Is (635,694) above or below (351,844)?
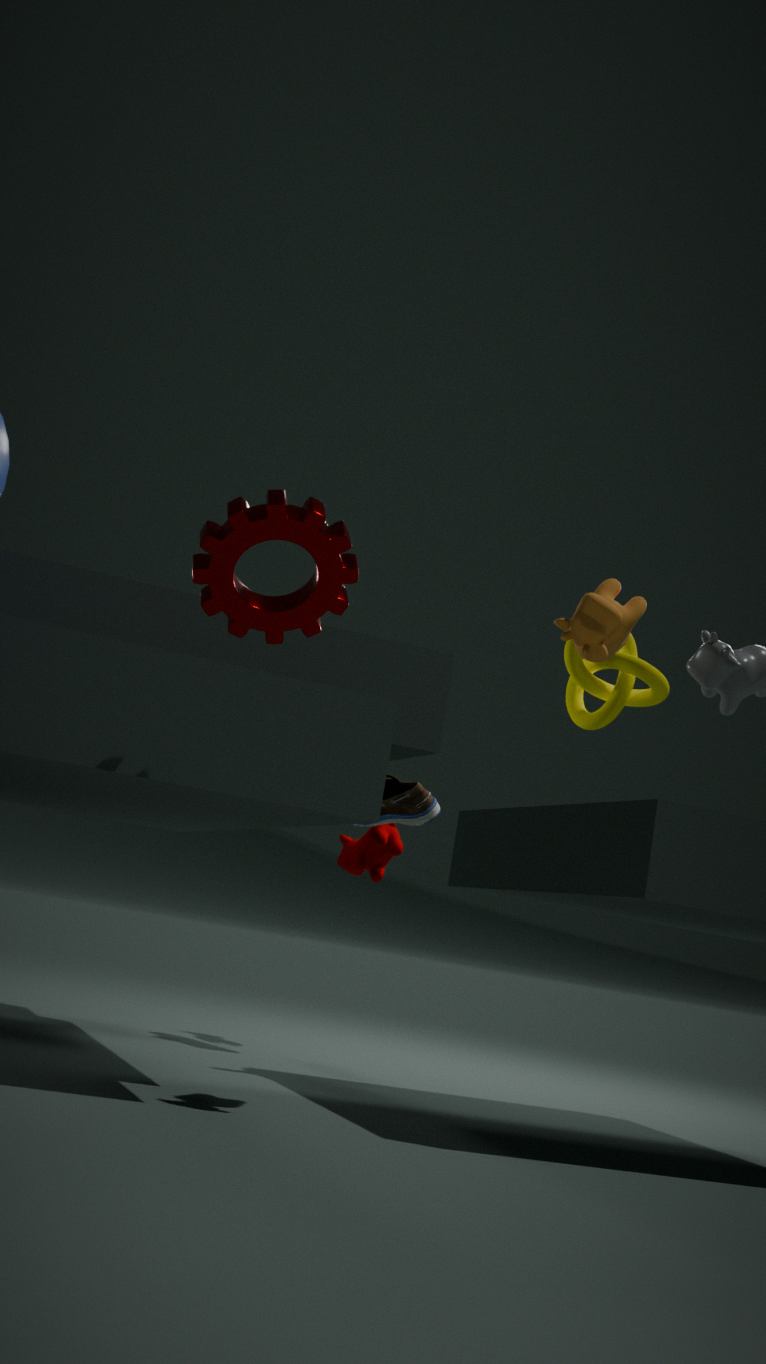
above
